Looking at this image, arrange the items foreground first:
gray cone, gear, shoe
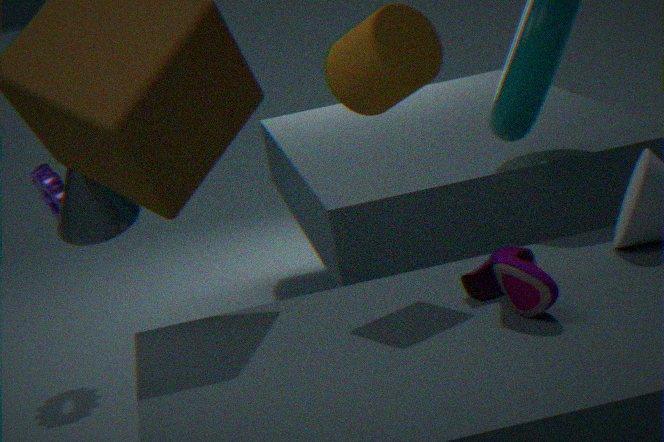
shoe
gray cone
gear
